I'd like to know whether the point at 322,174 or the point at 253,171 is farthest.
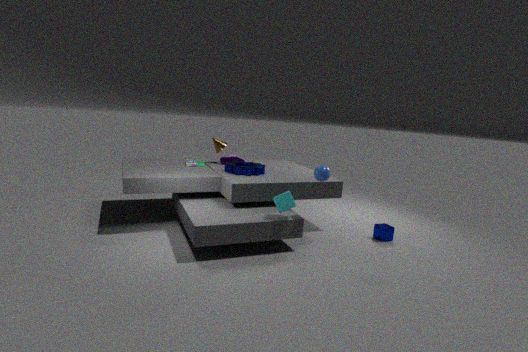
the point at 253,171
